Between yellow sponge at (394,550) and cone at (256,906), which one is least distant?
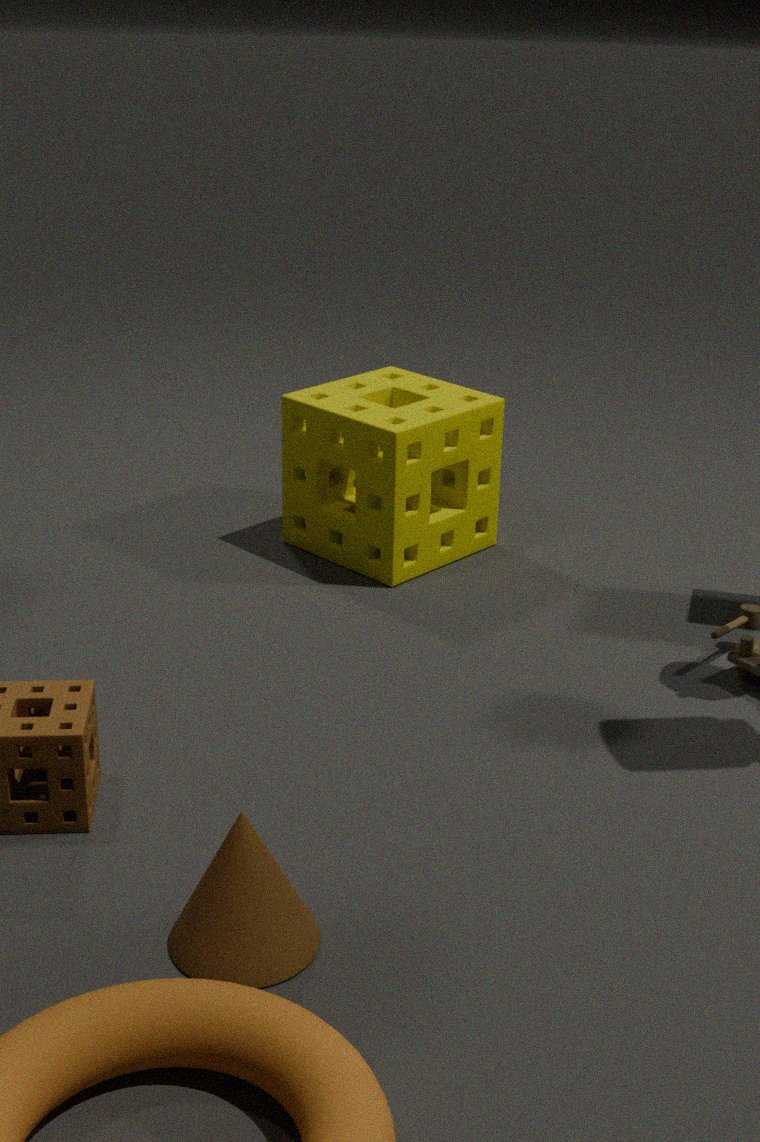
cone at (256,906)
